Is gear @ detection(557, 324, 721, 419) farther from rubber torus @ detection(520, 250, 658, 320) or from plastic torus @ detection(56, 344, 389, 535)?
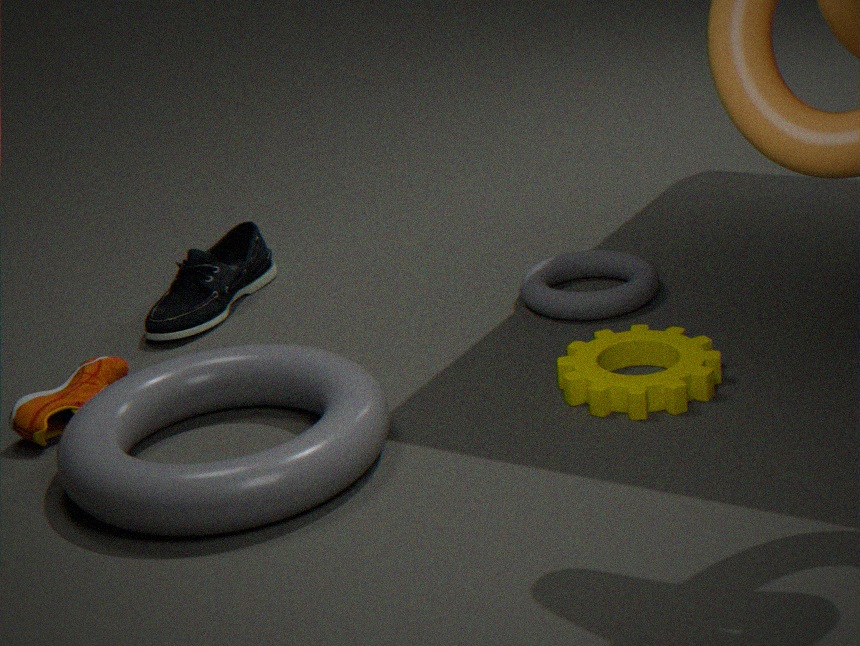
plastic torus @ detection(56, 344, 389, 535)
